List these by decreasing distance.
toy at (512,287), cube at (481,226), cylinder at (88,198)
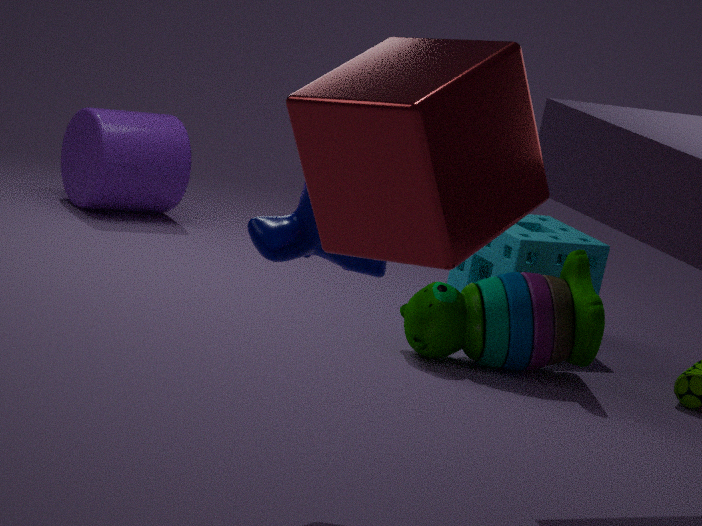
cylinder at (88,198)
toy at (512,287)
cube at (481,226)
